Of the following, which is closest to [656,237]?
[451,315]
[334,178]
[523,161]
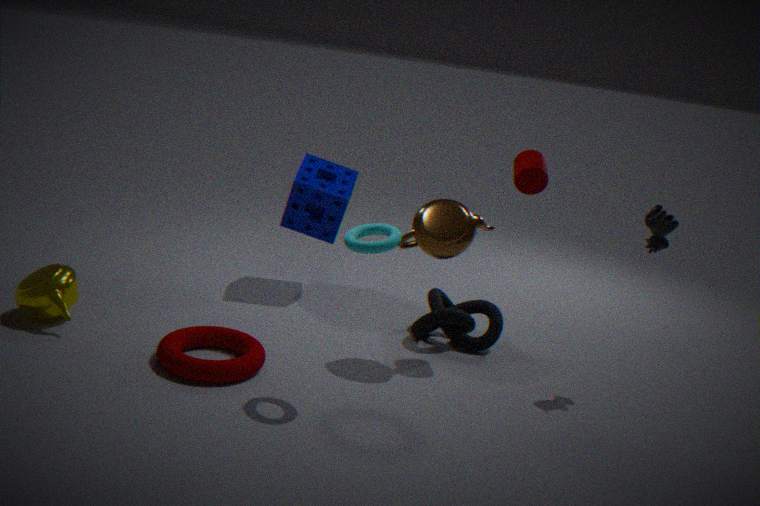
[523,161]
